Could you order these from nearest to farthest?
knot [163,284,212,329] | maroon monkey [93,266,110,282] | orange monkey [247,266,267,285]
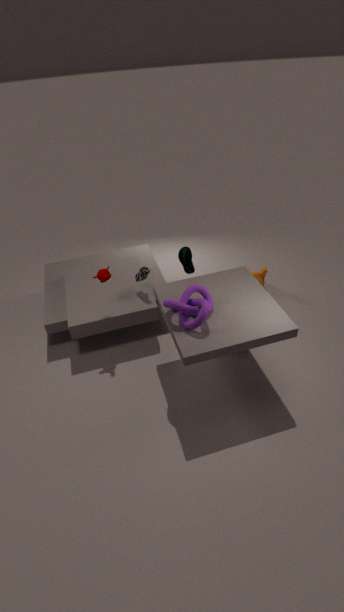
knot [163,284,212,329]
maroon monkey [93,266,110,282]
orange monkey [247,266,267,285]
